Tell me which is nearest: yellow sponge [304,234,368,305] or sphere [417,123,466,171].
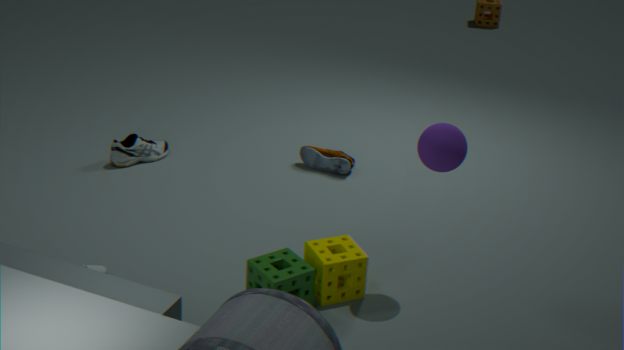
sphere [417,123,466,171]
